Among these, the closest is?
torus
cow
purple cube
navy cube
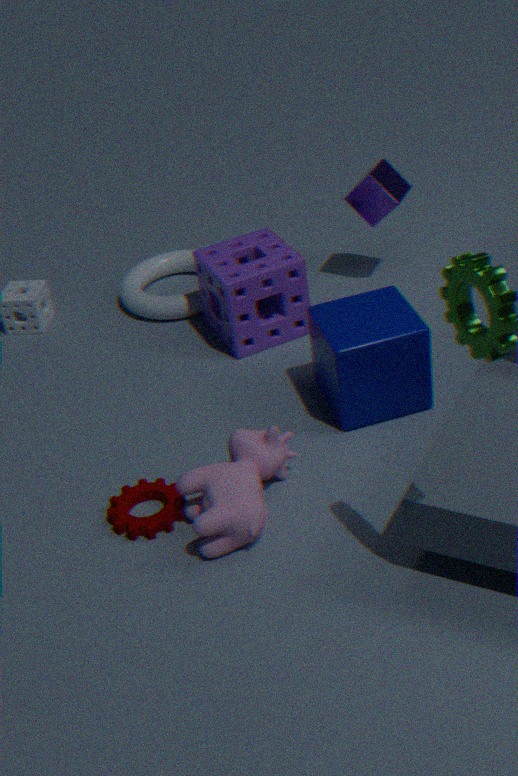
cow
